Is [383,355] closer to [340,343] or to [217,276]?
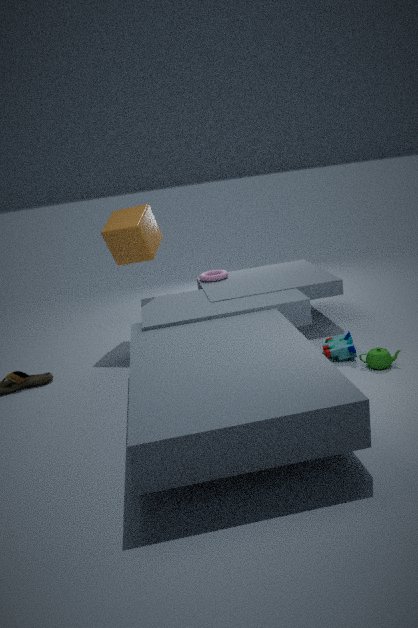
[340,343]
